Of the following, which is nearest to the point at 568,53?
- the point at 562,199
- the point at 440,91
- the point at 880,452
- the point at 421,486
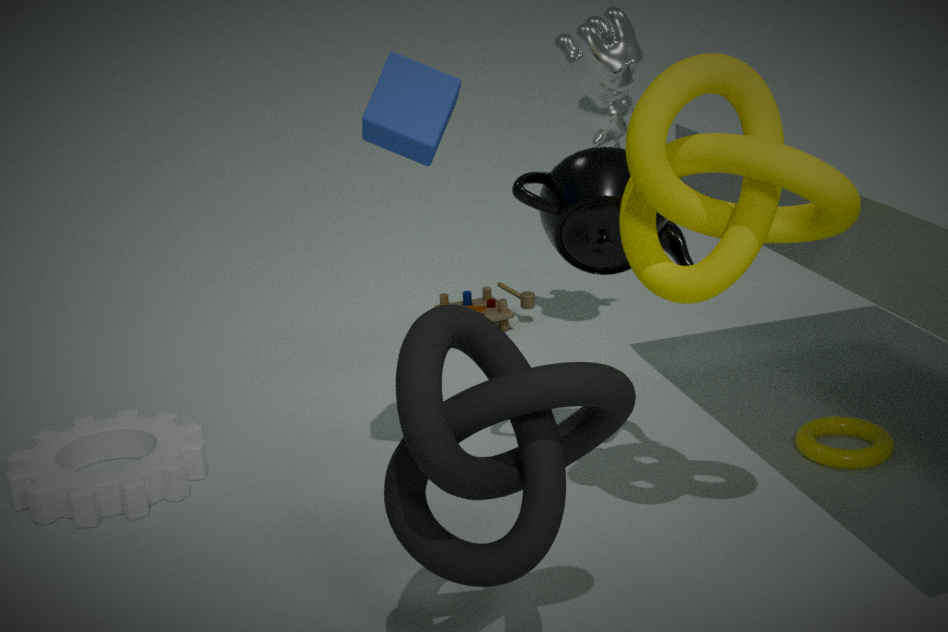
the point at 562,199
